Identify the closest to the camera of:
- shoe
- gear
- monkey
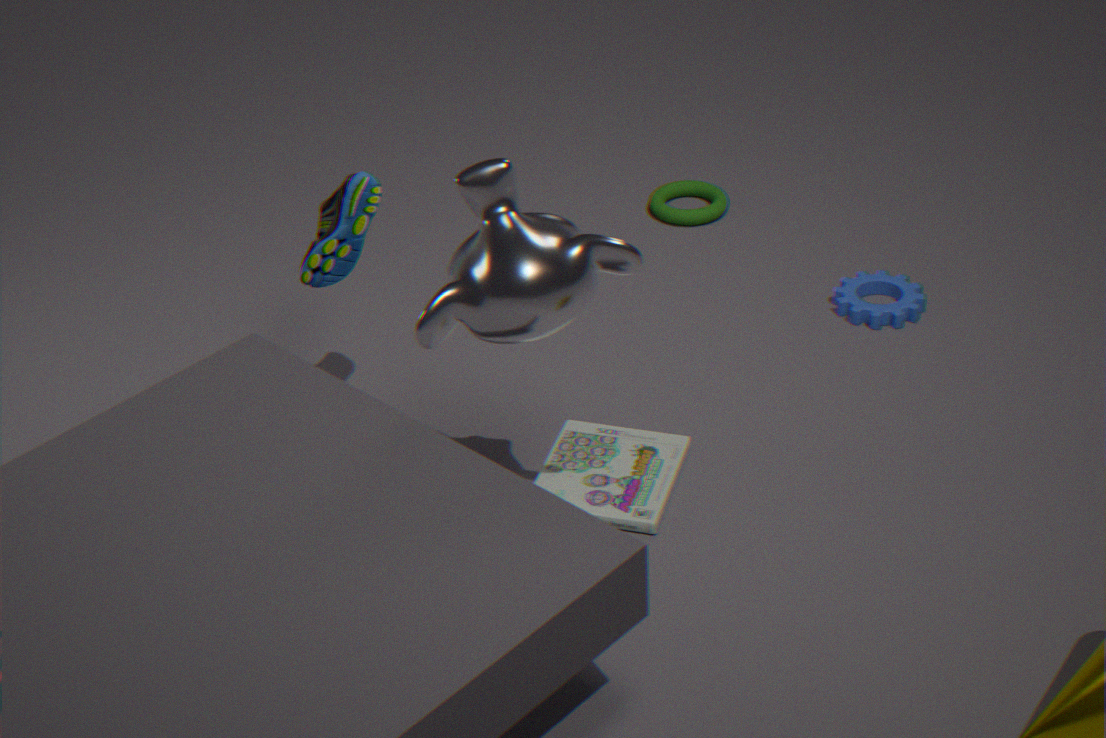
monkey
